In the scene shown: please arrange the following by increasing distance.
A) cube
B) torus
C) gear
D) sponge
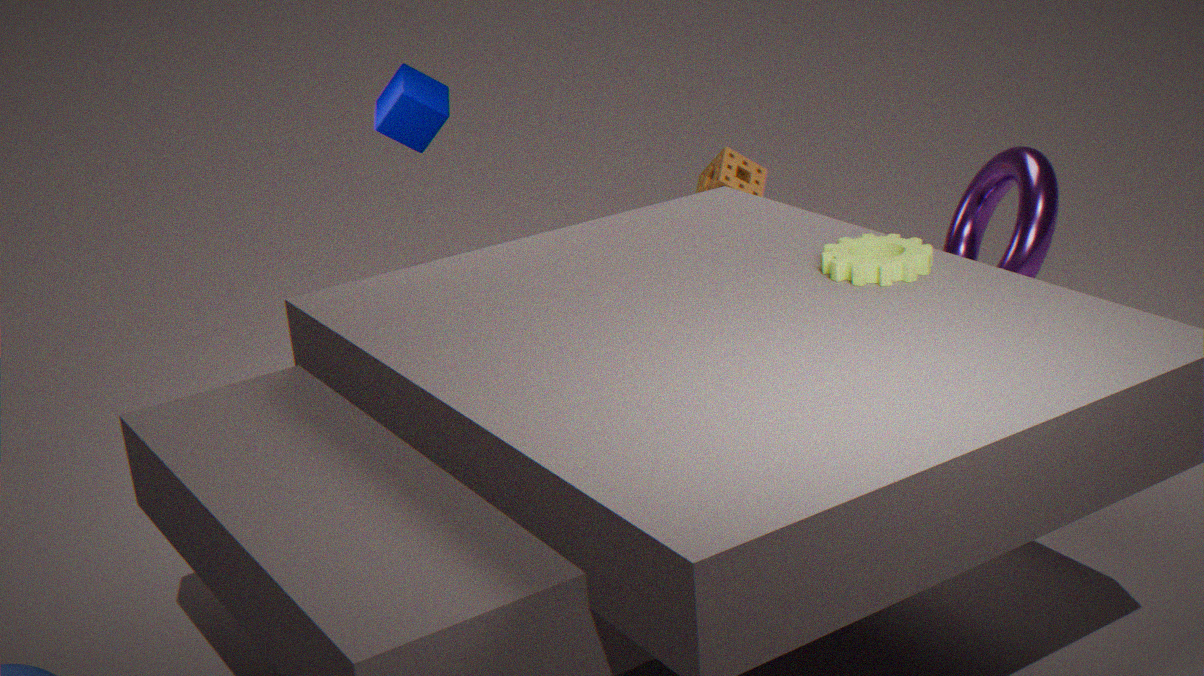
gear
torus
cube
sponge
